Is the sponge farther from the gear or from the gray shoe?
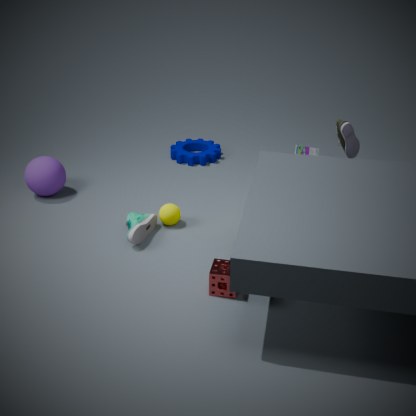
the gear
